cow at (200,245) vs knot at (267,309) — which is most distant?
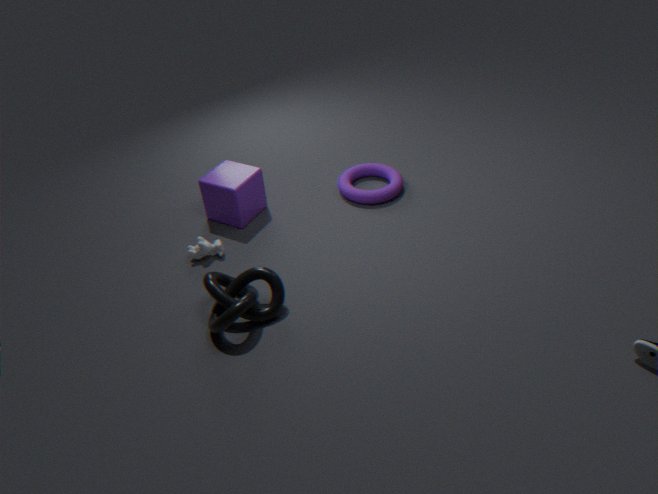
cow at (200,245)
